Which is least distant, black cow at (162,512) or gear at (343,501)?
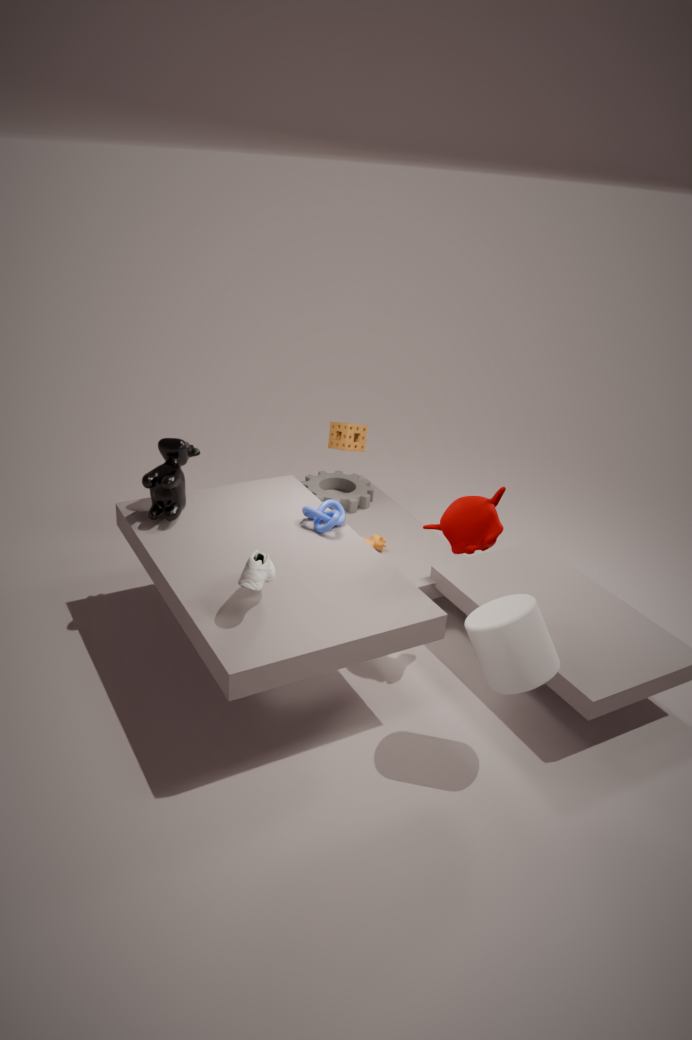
black cow at (162,512)
